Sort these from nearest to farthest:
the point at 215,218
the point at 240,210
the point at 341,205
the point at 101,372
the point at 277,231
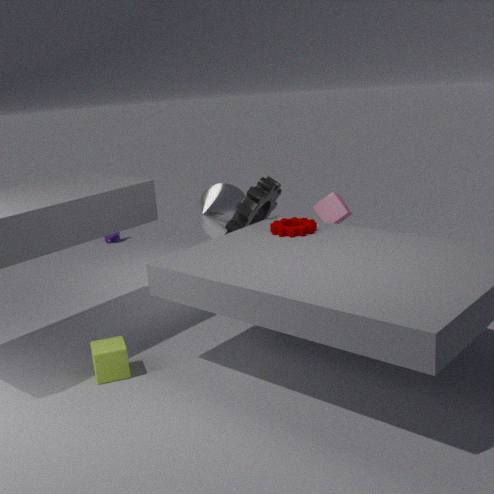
1. the point at 101,372
2. the point at 277,231
3. the point at 240,210
4. the point at 341,205
5. the point at 215,218
